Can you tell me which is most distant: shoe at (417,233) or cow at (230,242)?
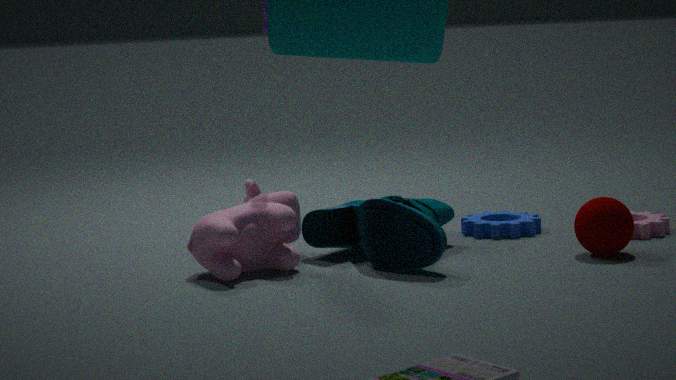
cow at (230,242)
